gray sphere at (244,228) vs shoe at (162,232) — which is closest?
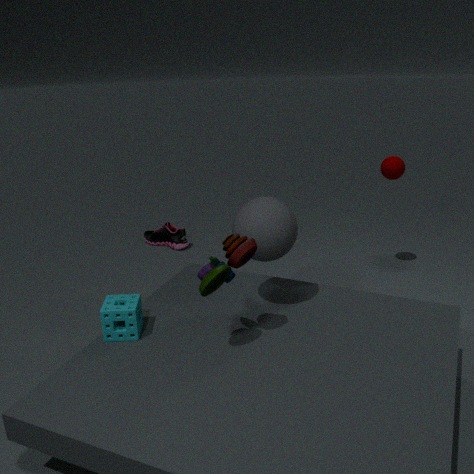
gray sphere at (244,228)
